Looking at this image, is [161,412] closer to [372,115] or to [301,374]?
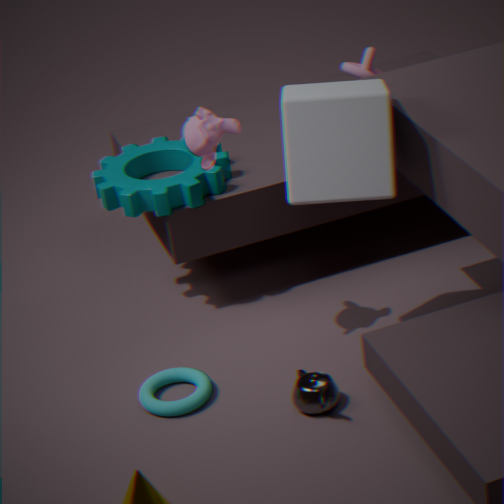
[301,374]
